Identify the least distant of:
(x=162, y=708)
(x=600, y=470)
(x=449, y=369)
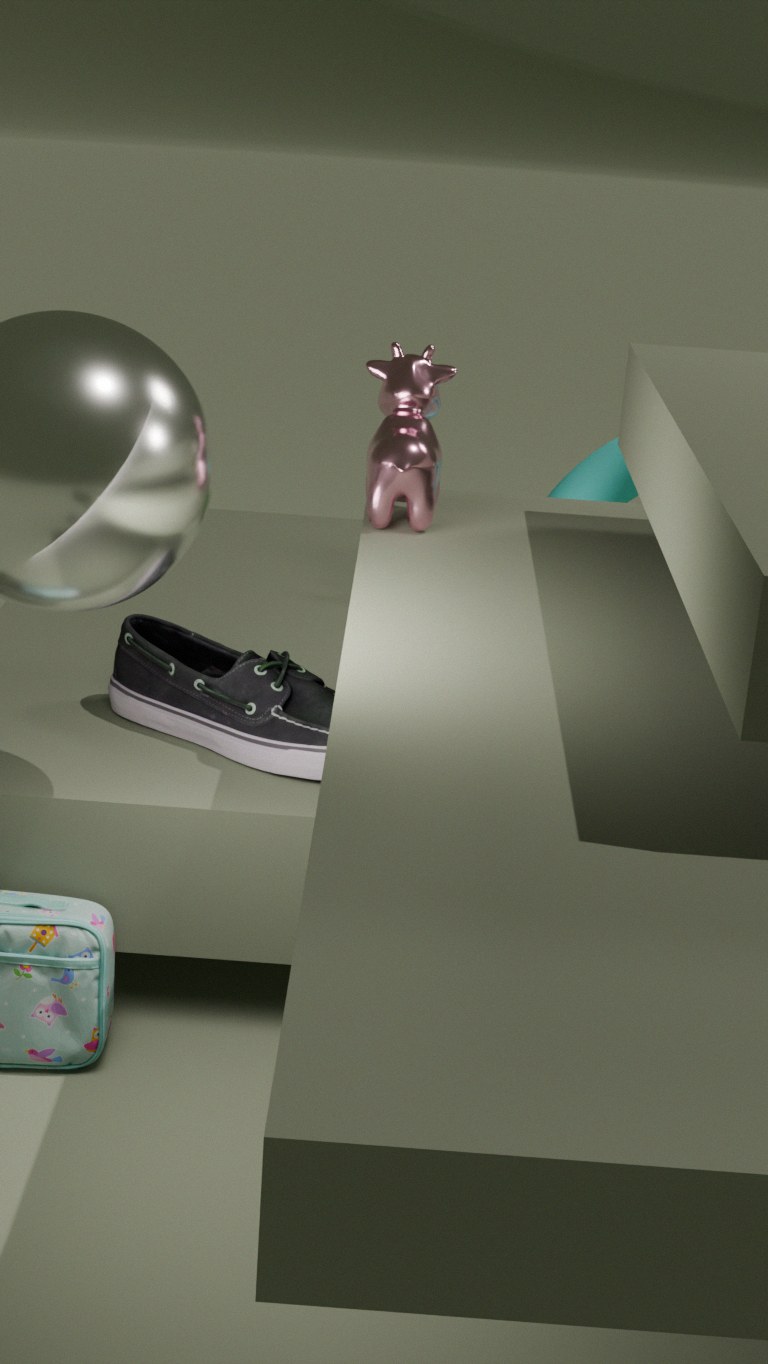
(x=449, y=369)
